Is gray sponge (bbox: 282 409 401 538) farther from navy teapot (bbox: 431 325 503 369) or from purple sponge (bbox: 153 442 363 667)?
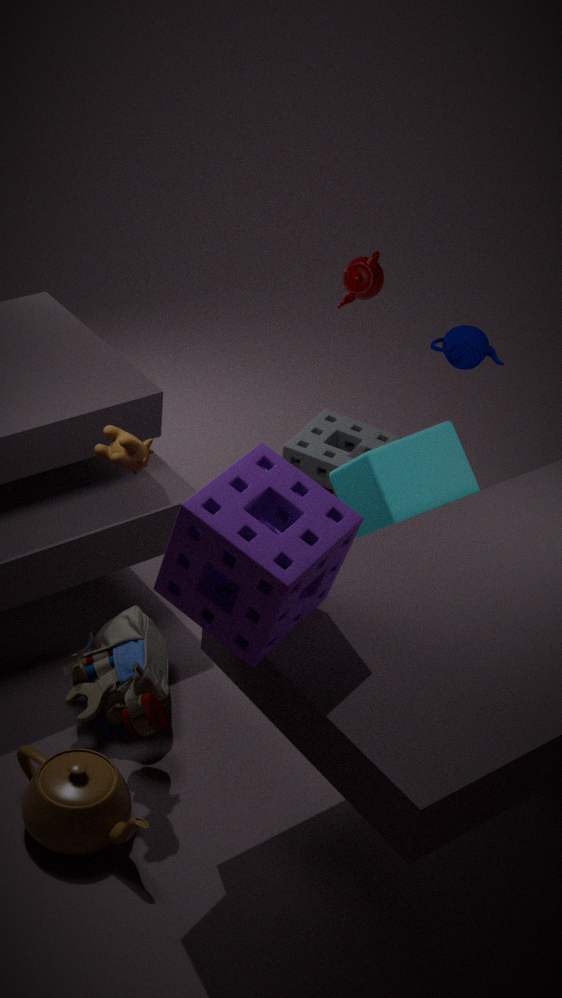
purple sponge (bbox: 153 442 363 667)
